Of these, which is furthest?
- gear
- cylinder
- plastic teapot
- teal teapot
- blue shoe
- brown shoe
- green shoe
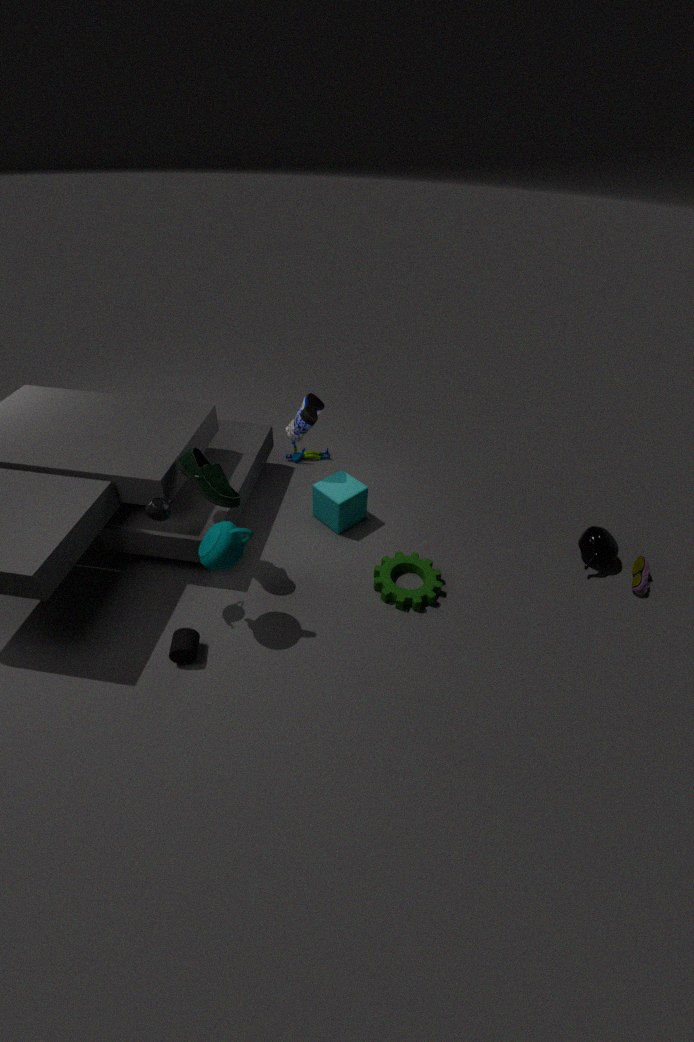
blue shoe
